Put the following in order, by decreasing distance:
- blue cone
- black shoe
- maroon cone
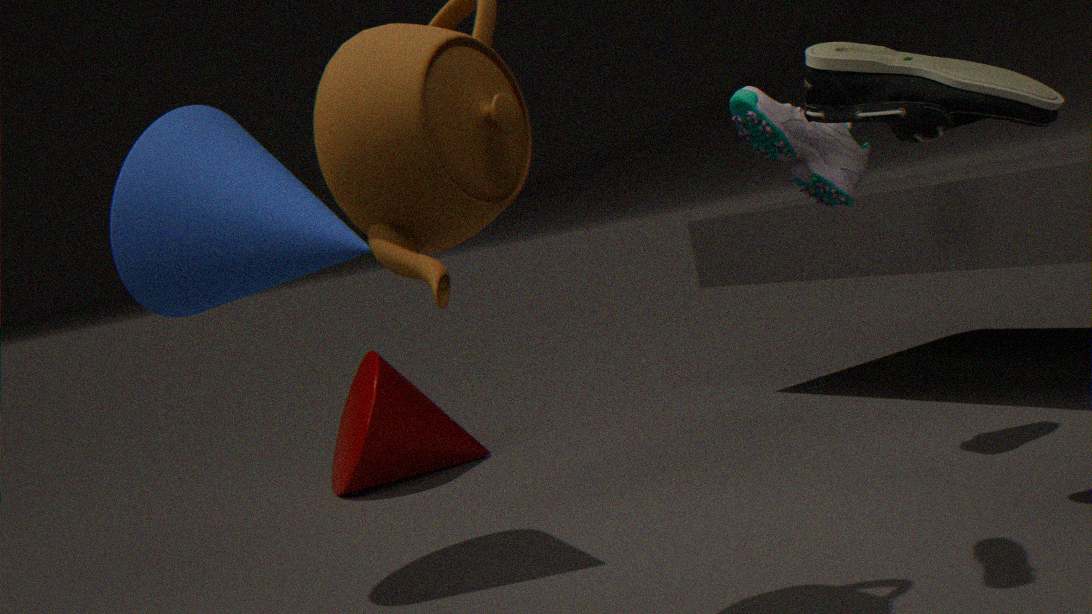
maroon cone, blue cone, black shoe
